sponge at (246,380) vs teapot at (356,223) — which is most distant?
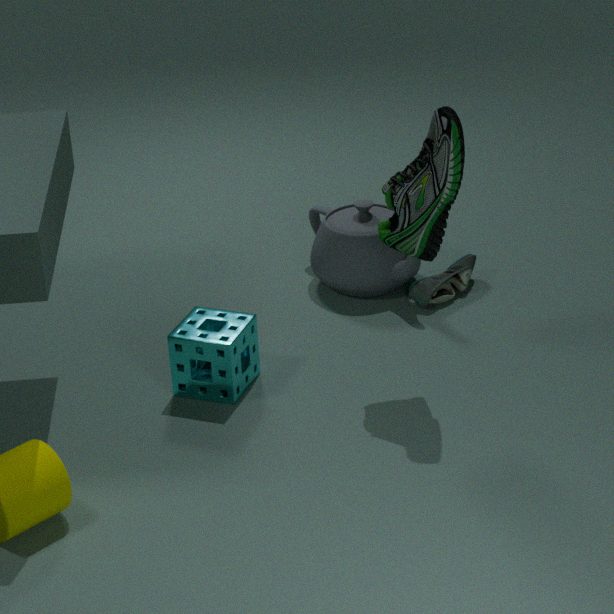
teapot at (356,223)
